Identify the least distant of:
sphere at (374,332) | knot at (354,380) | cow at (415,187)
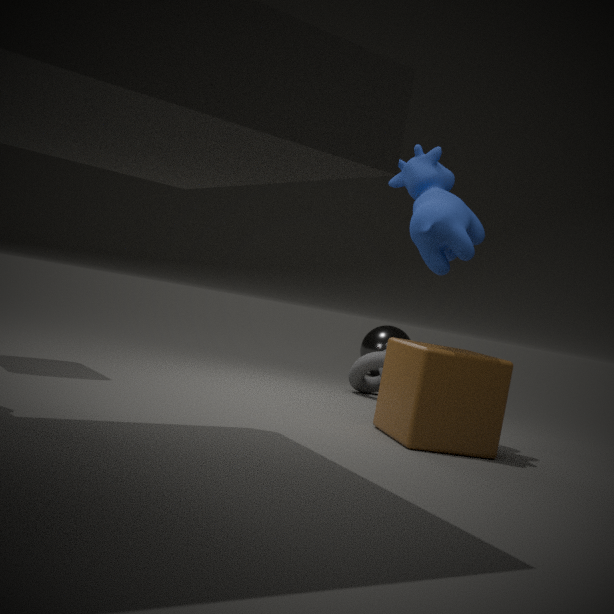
cow at (415,187)
